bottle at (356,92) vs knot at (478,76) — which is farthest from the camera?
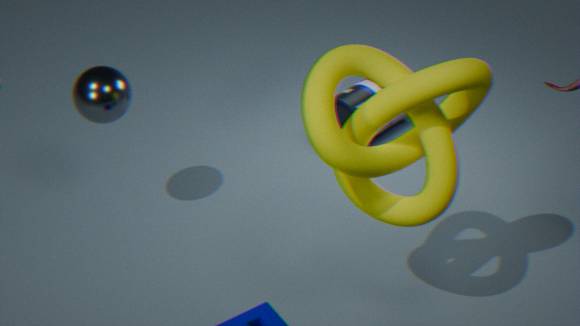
bottle at (356,92)
